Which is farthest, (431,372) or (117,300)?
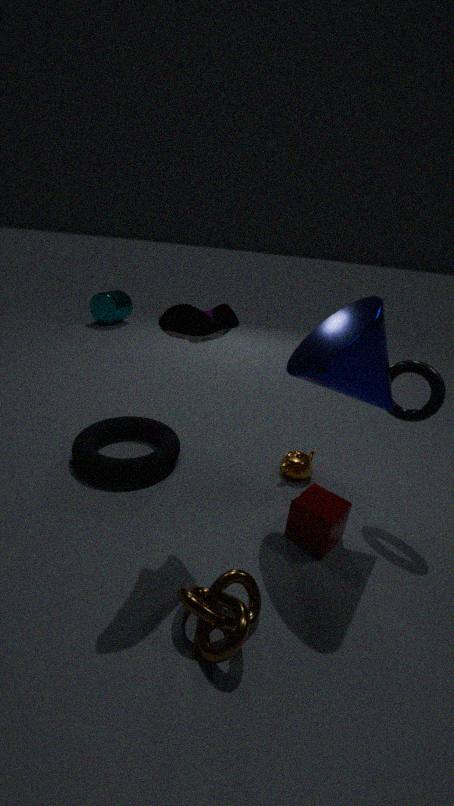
(117,300)
